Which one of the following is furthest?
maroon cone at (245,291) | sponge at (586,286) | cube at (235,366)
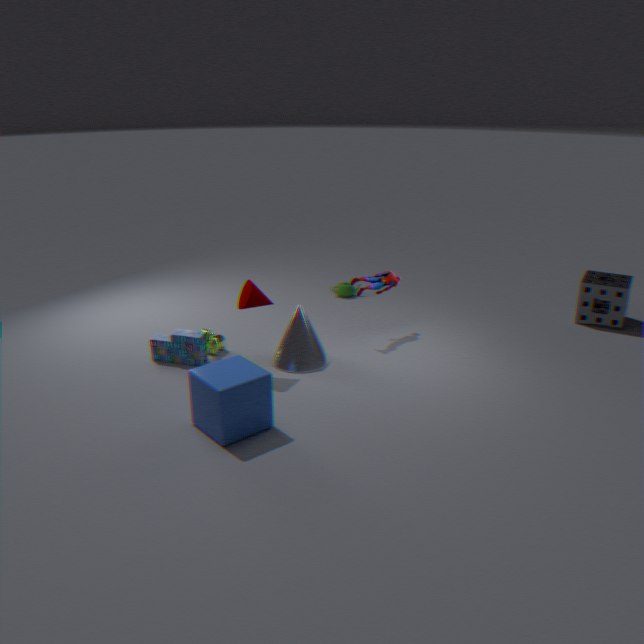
sponge at (586,286)
